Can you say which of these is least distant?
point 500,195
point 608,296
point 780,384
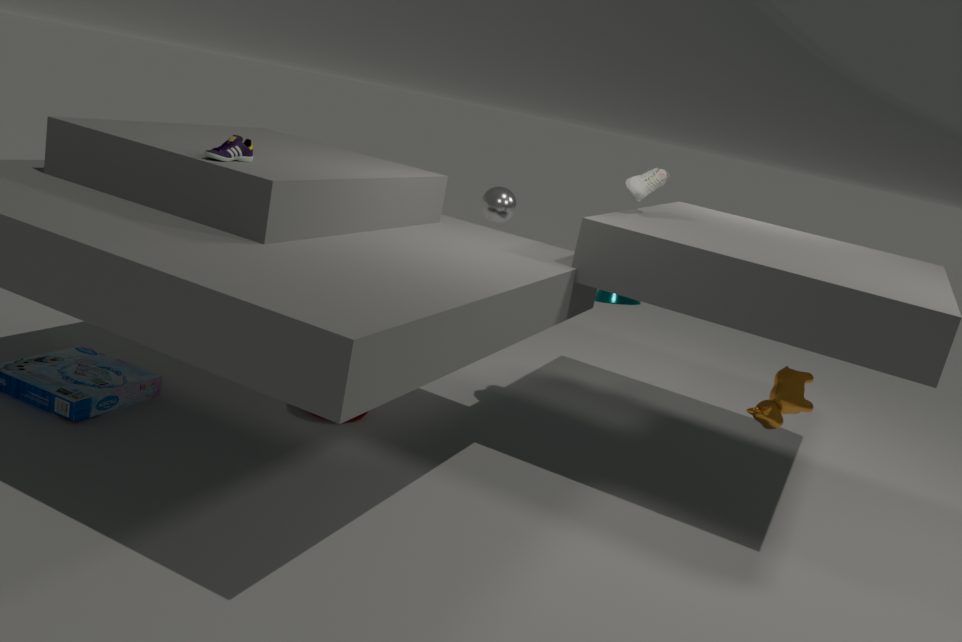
point 780,384
